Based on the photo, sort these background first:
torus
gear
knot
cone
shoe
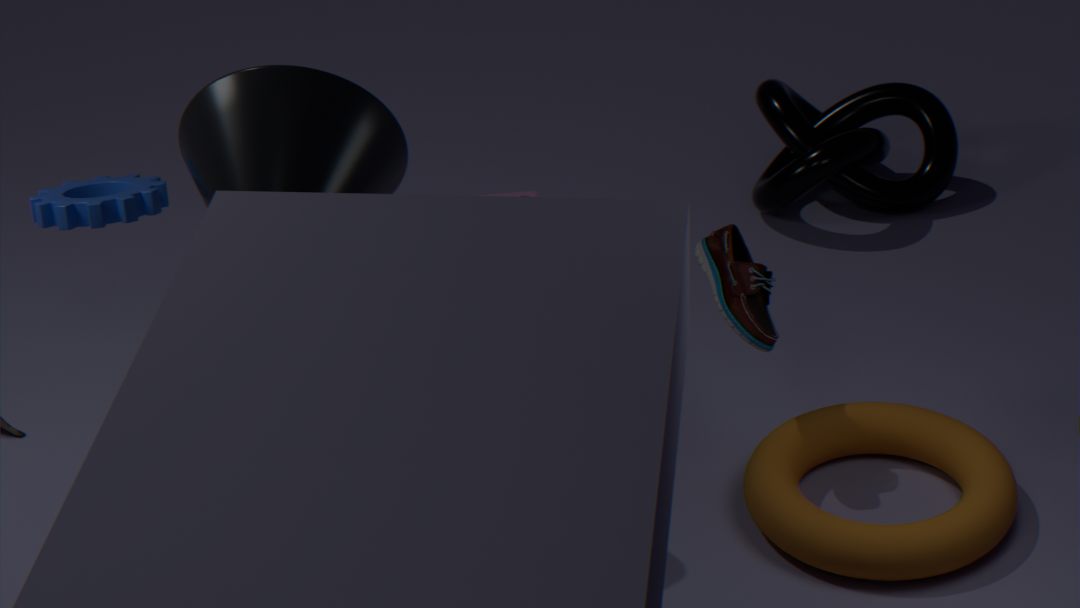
knot, gear, shoe, torus, cone
